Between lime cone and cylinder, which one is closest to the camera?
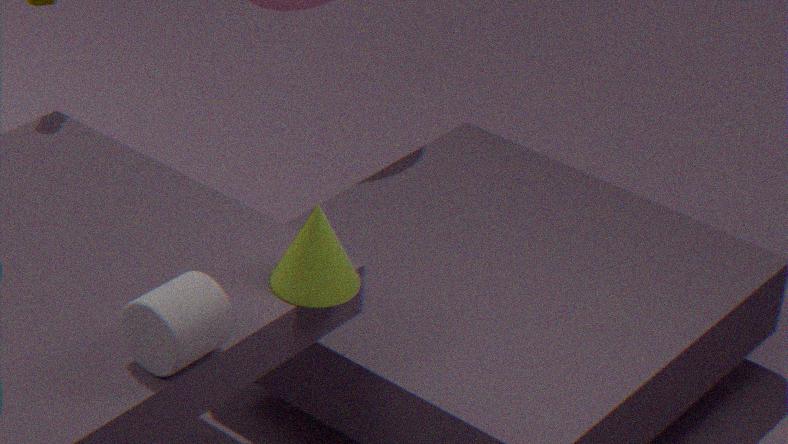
cylinder
